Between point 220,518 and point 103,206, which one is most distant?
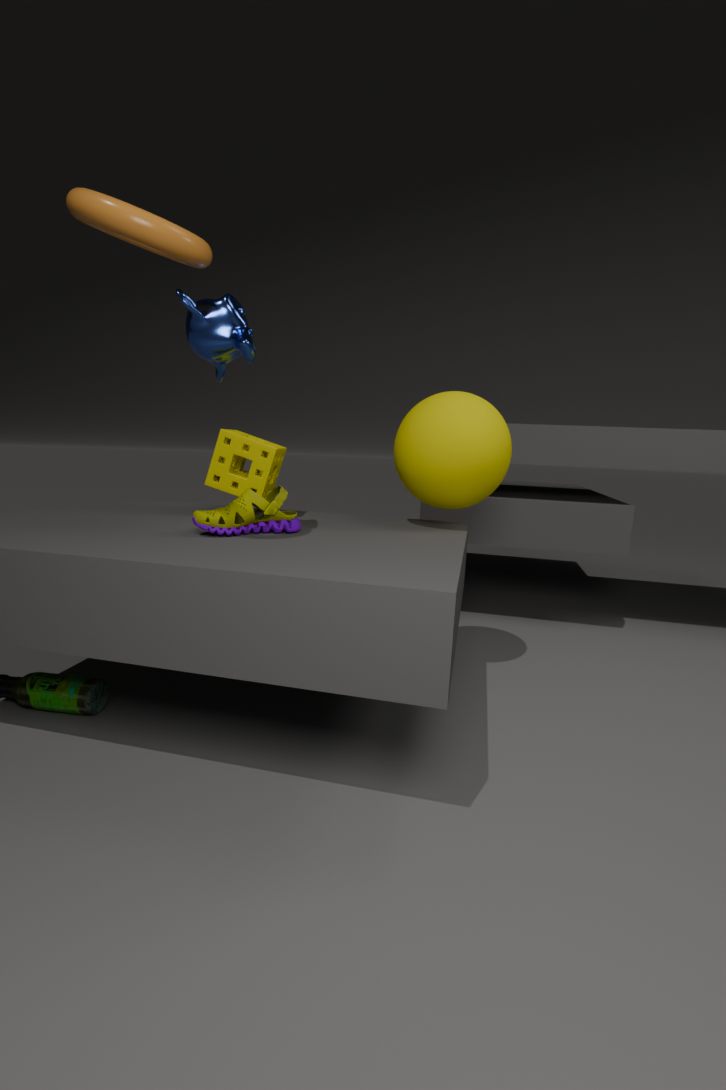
point 220,518
